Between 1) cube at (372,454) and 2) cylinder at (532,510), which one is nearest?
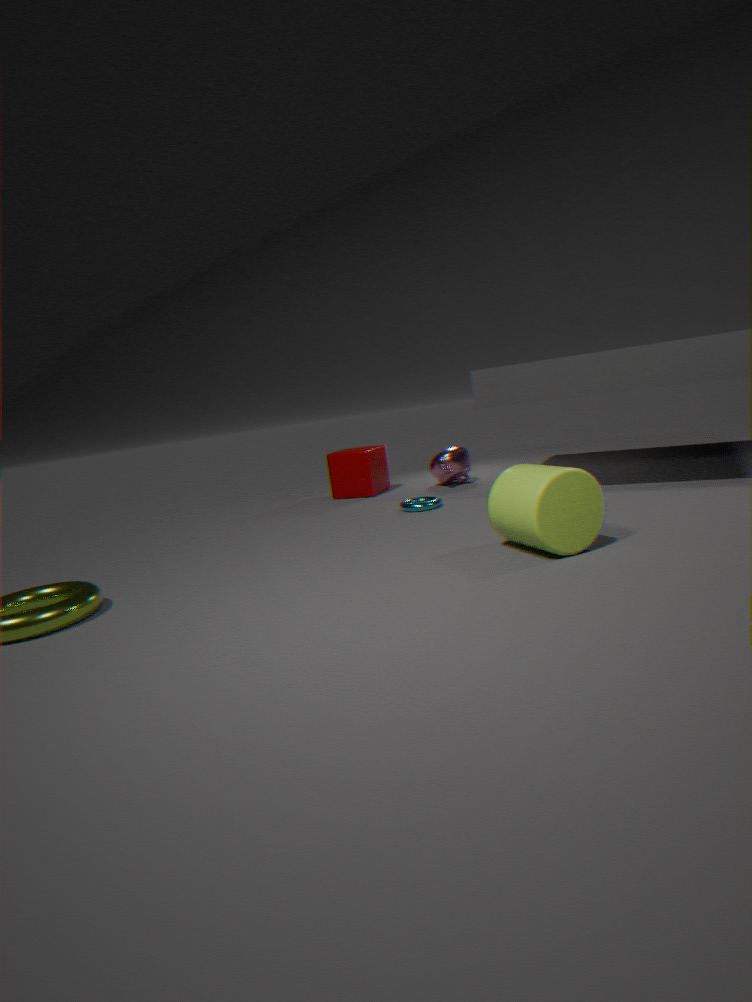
2. cylinder at (532,510)
